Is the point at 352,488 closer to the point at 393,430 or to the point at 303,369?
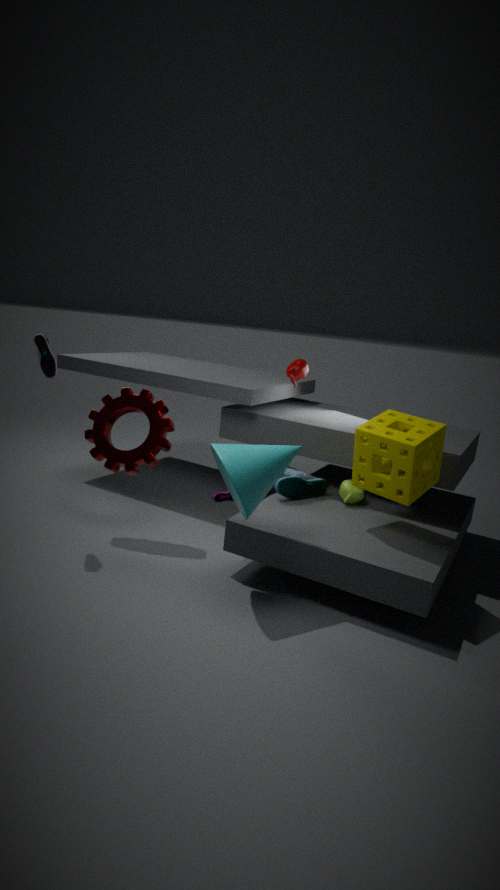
the point at 393,430
